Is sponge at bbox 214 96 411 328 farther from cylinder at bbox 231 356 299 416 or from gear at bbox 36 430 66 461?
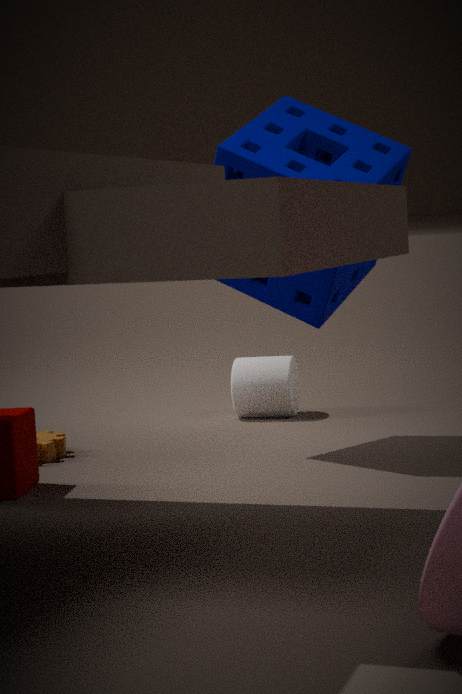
gear at bbox 36 430 66 461
